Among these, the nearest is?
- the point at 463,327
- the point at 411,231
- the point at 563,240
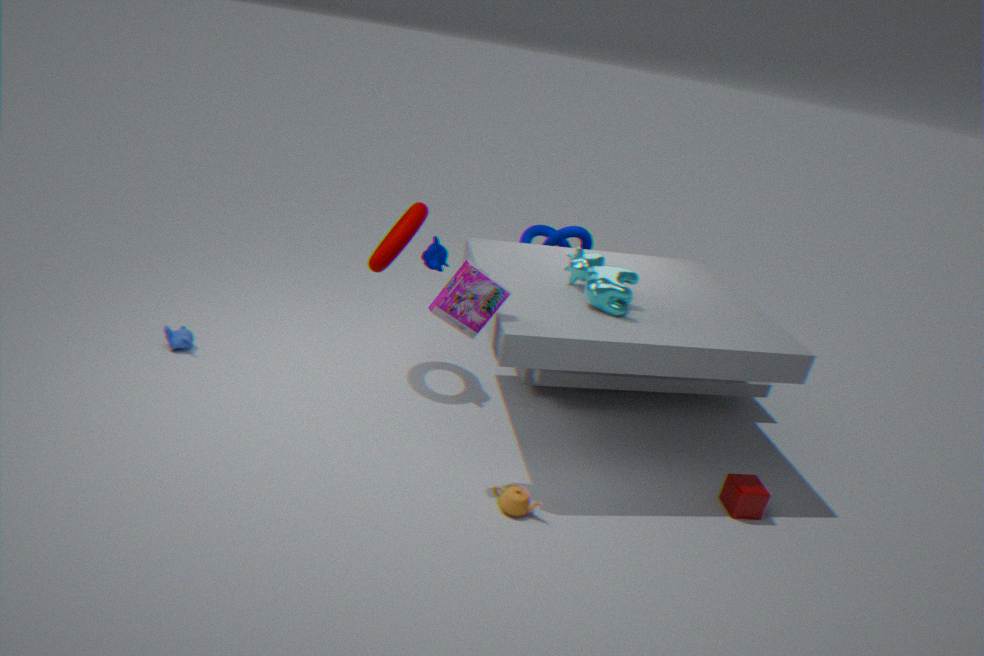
the point at 463,327
